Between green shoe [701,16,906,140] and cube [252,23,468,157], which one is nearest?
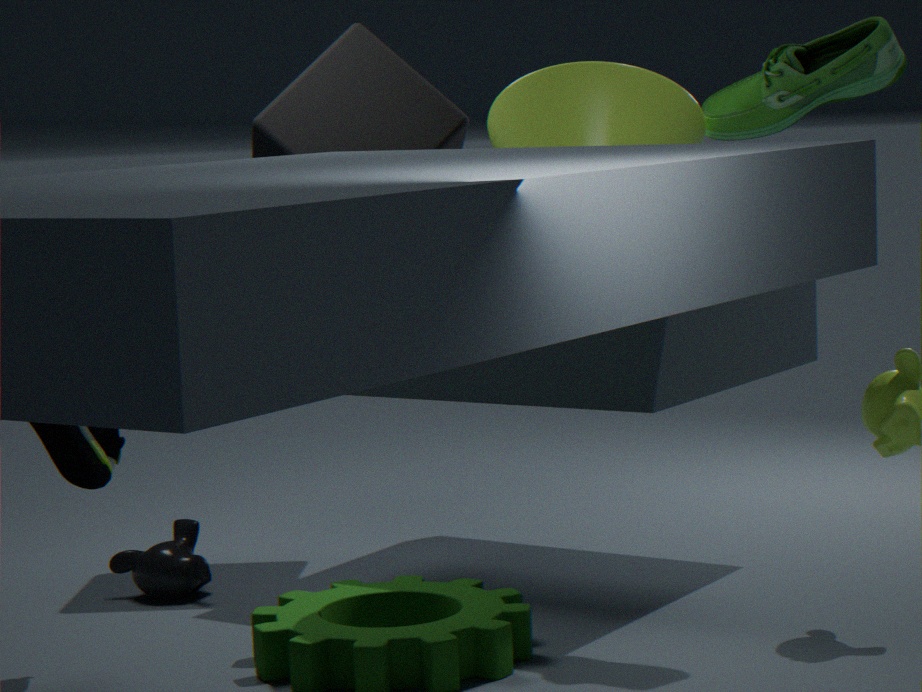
green shoe [701,16,906,140]
